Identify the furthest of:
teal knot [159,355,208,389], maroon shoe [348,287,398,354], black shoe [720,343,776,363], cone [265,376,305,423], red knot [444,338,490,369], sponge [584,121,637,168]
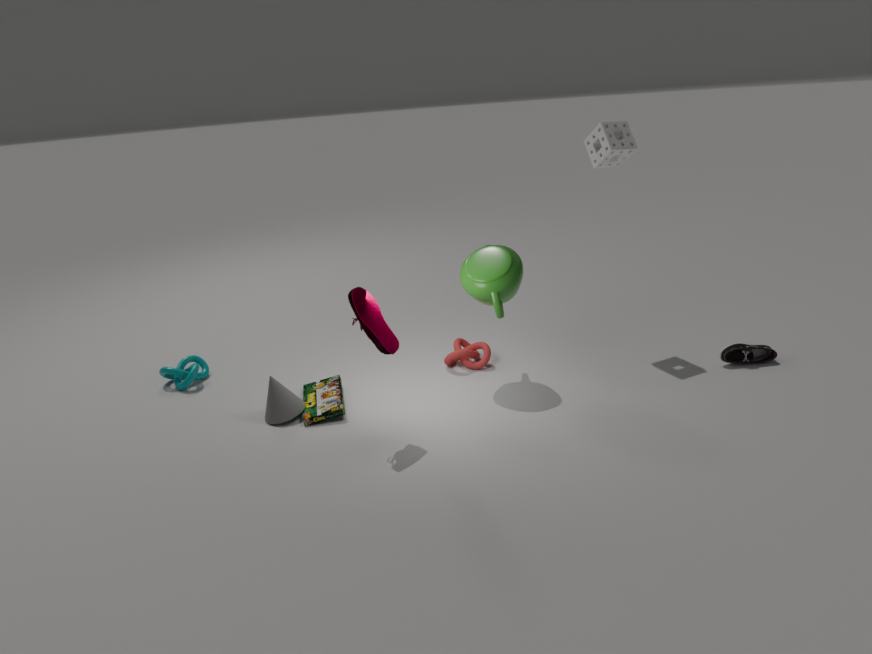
teal knot [159,355,208,389]
